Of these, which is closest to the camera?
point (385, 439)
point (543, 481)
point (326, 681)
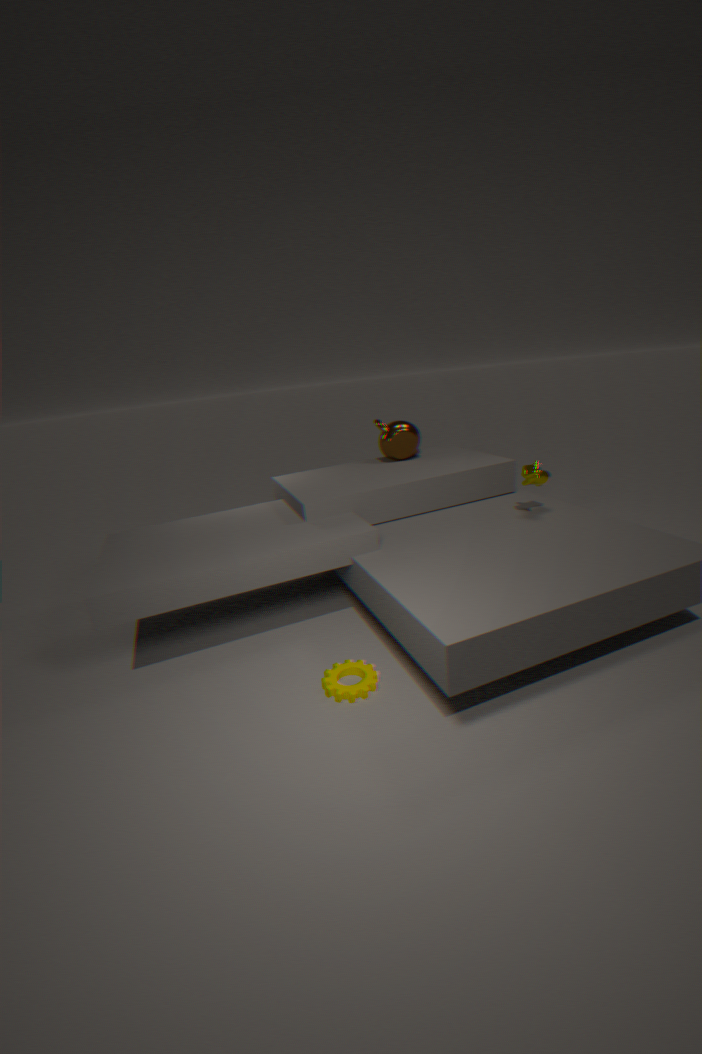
point (326, 681)
